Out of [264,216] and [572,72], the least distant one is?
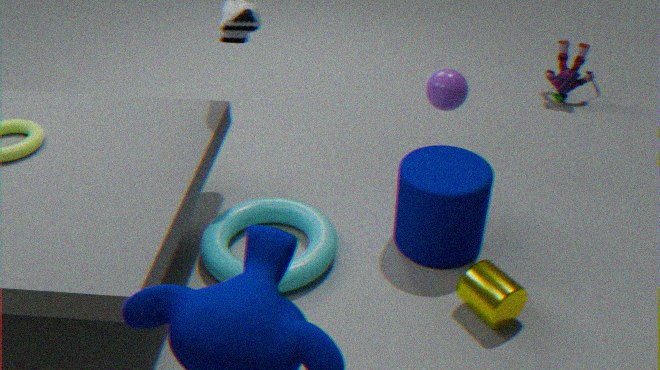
[264,216]
